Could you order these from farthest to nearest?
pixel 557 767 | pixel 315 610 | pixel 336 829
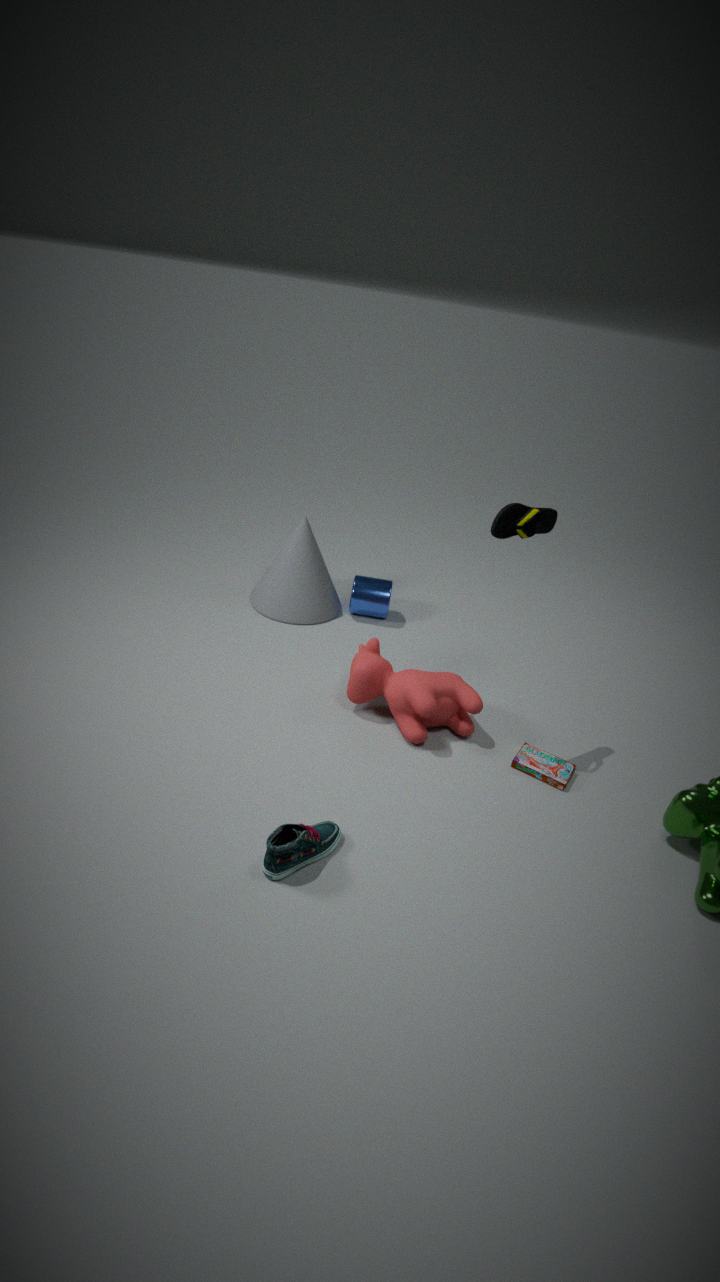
pixel 315 610 < pixel 557 767 < pixel 336 829
